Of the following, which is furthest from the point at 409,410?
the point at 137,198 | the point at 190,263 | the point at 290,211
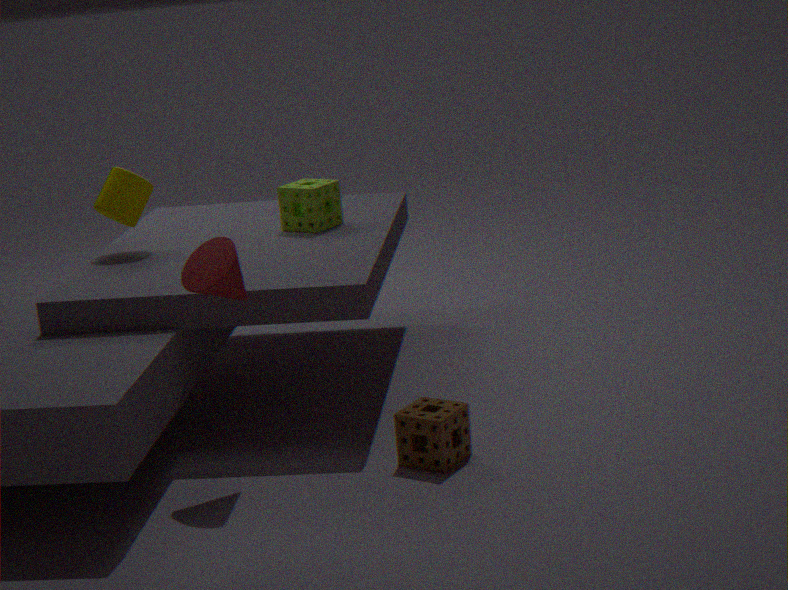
the point at 137,198
